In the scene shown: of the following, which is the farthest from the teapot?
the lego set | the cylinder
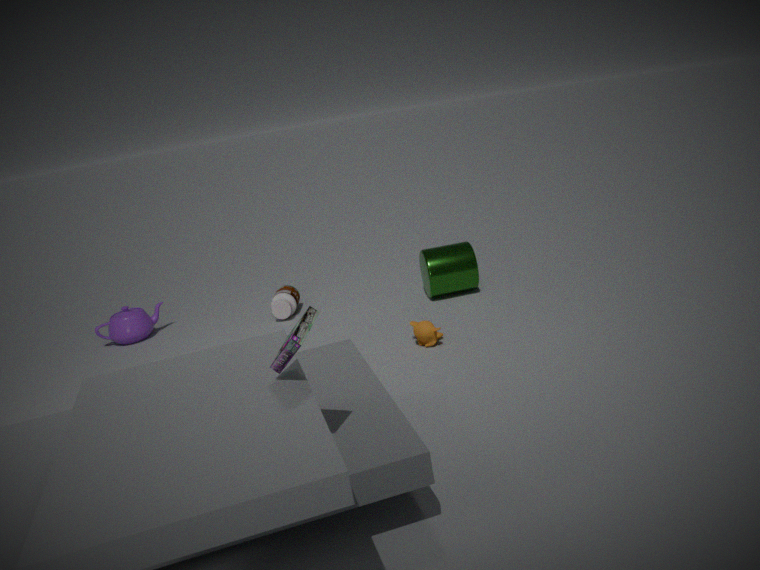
the lego set
